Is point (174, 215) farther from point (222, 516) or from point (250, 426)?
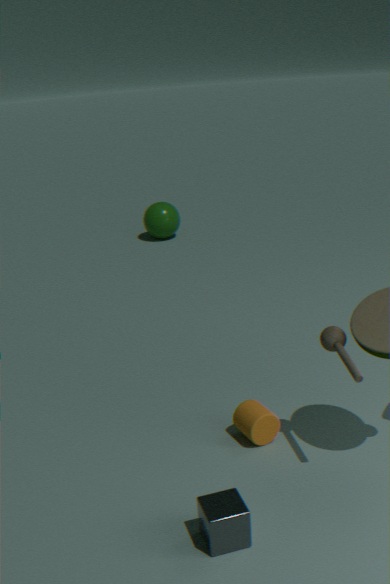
point (222, 516)
